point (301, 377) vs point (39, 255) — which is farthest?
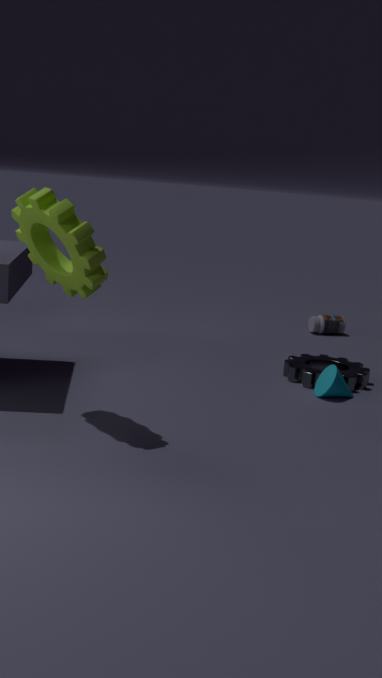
point (301, 377)
